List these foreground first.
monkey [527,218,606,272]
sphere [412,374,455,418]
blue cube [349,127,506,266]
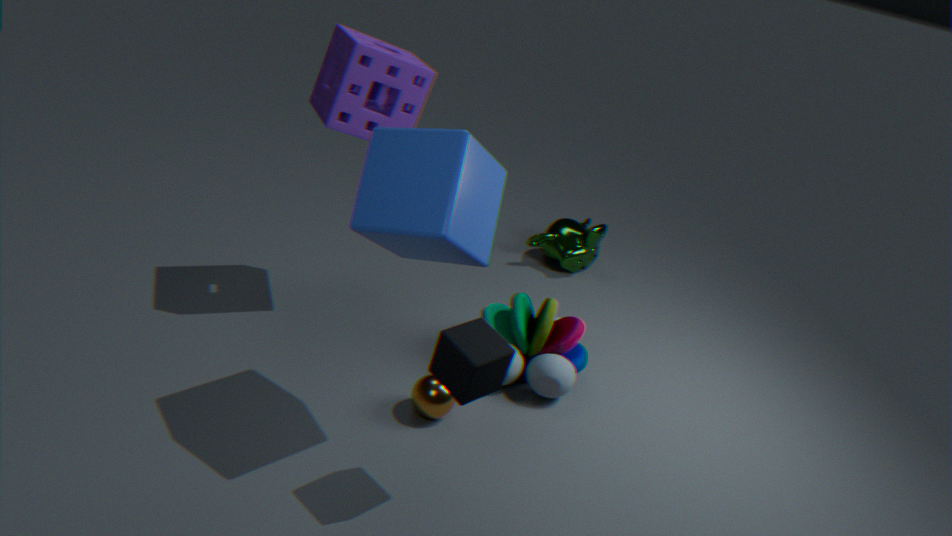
1. blue cube [349,127,506,266]
2. sphere [412,374,455,418]
3. monkey [527,218,606,272]
